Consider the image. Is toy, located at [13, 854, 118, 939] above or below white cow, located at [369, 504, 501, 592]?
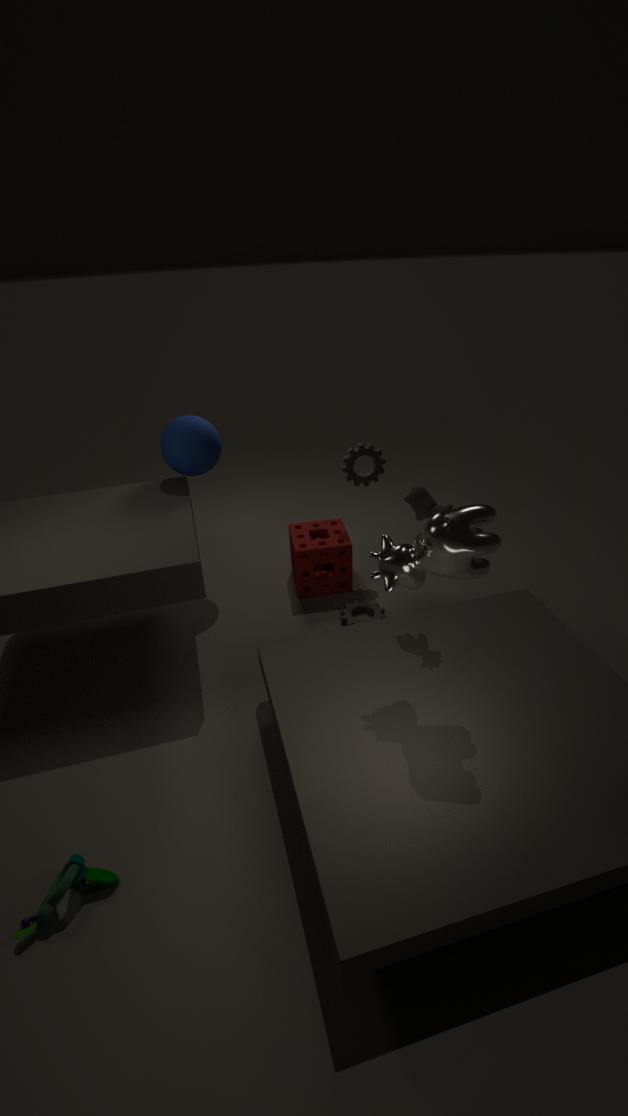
below
